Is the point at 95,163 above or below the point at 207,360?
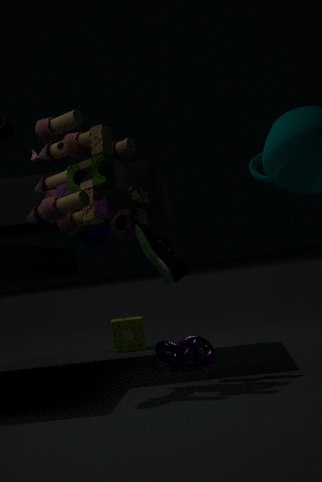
above
